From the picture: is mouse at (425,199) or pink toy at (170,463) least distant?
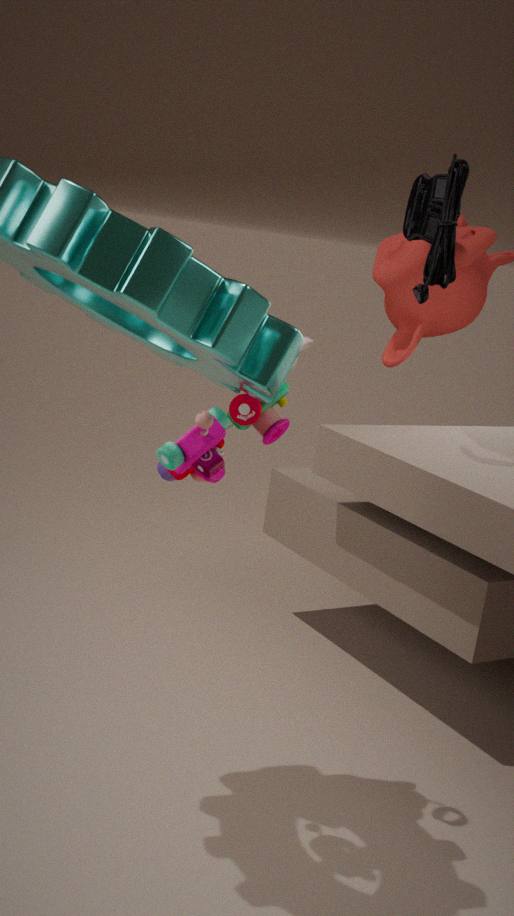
pink toy at (170,463)
